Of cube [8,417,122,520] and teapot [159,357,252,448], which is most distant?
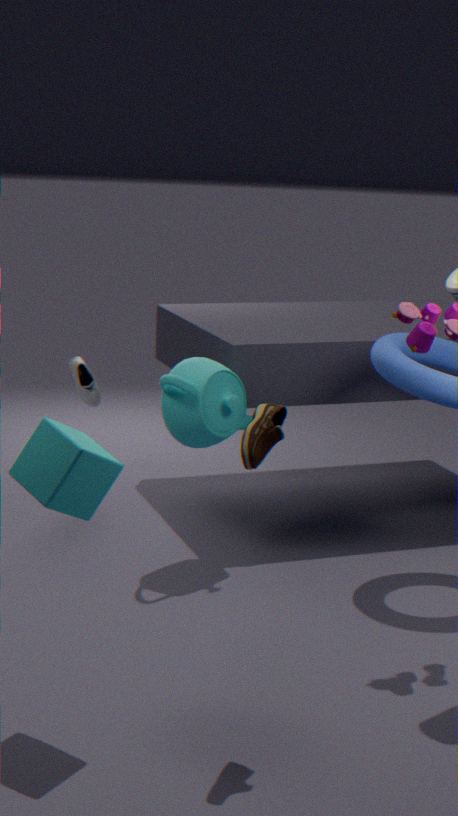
teapot [159,357,252,448]
